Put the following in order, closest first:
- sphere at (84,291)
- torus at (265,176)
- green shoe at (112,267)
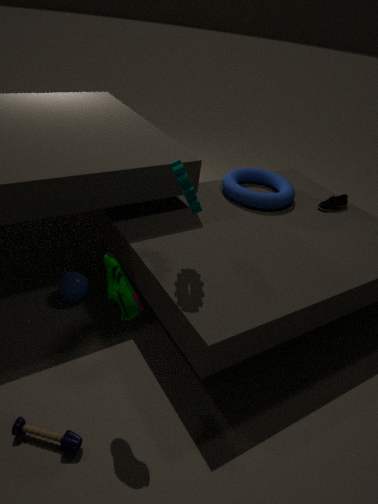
green shoe at (112,267) → sphere at (84,291) → torus at (265,176)
